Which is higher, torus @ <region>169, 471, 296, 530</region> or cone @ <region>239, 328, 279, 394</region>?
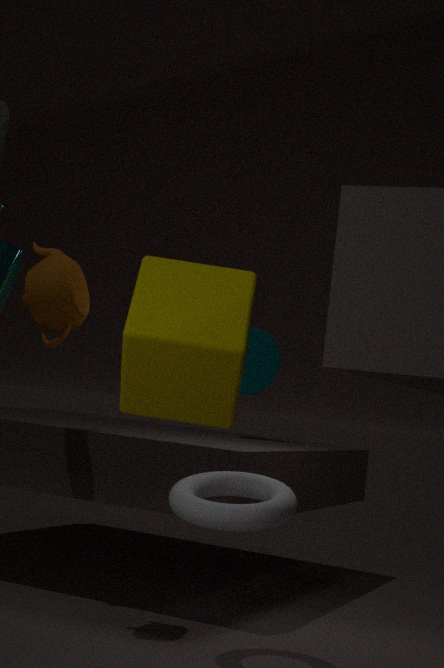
cone @ <region>239, 328, 279, 394</region>
